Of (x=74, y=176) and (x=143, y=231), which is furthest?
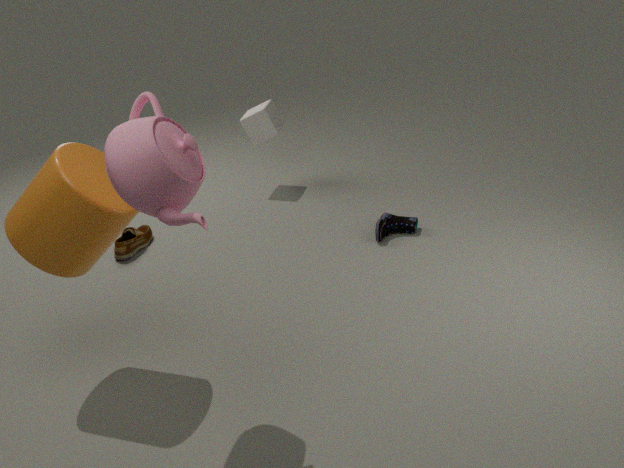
(x=143, y=231)
